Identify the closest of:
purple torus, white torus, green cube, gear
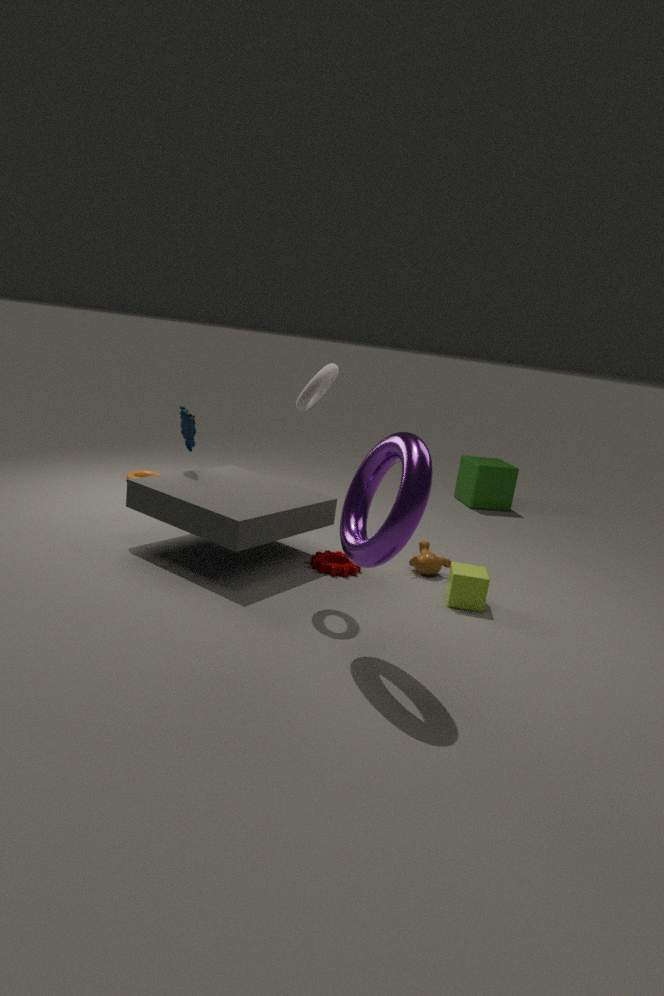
purple torus
